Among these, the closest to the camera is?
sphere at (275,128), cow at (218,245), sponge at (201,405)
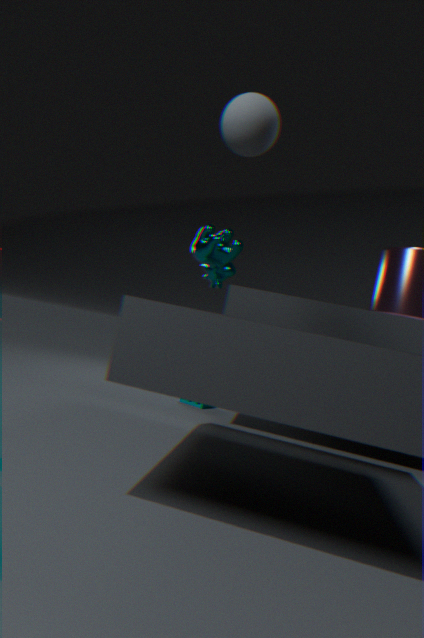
sphere at (275,128)
